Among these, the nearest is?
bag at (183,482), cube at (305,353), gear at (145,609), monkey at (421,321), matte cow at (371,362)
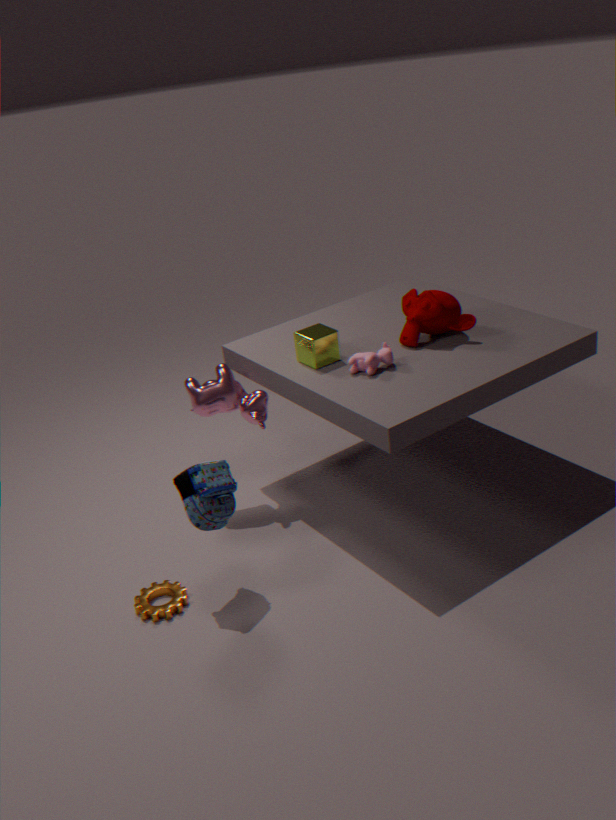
bag at (183,482)
